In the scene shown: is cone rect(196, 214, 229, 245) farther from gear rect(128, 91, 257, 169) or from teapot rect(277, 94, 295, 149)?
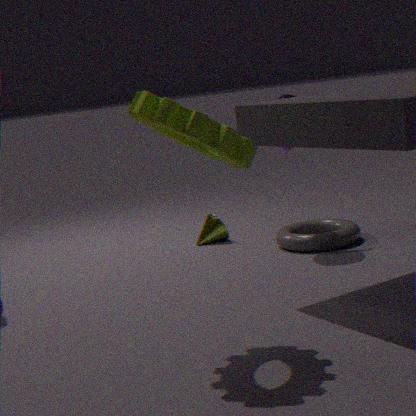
gear rect(128, 91, 257, 169)
